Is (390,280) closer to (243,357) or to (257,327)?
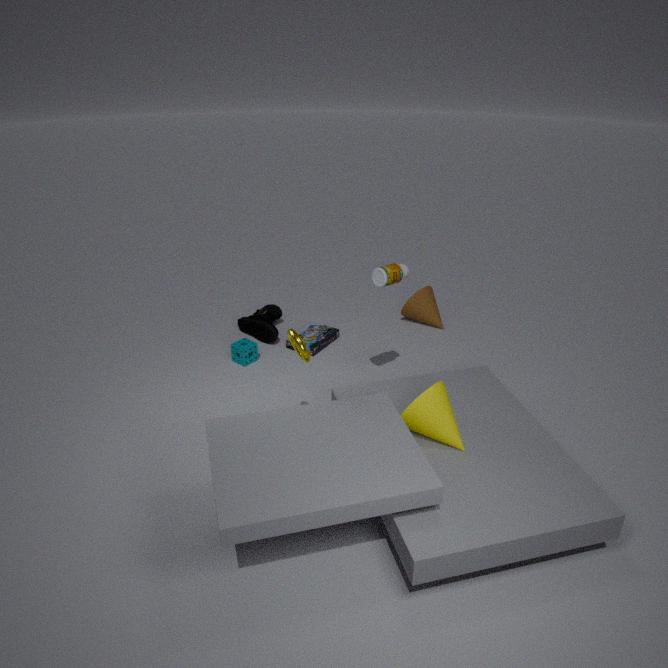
(243,357)
